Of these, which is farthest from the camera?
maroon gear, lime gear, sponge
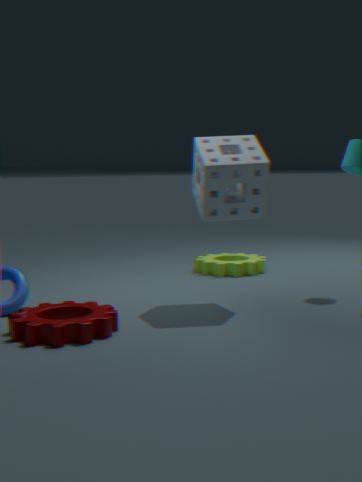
lime gear
